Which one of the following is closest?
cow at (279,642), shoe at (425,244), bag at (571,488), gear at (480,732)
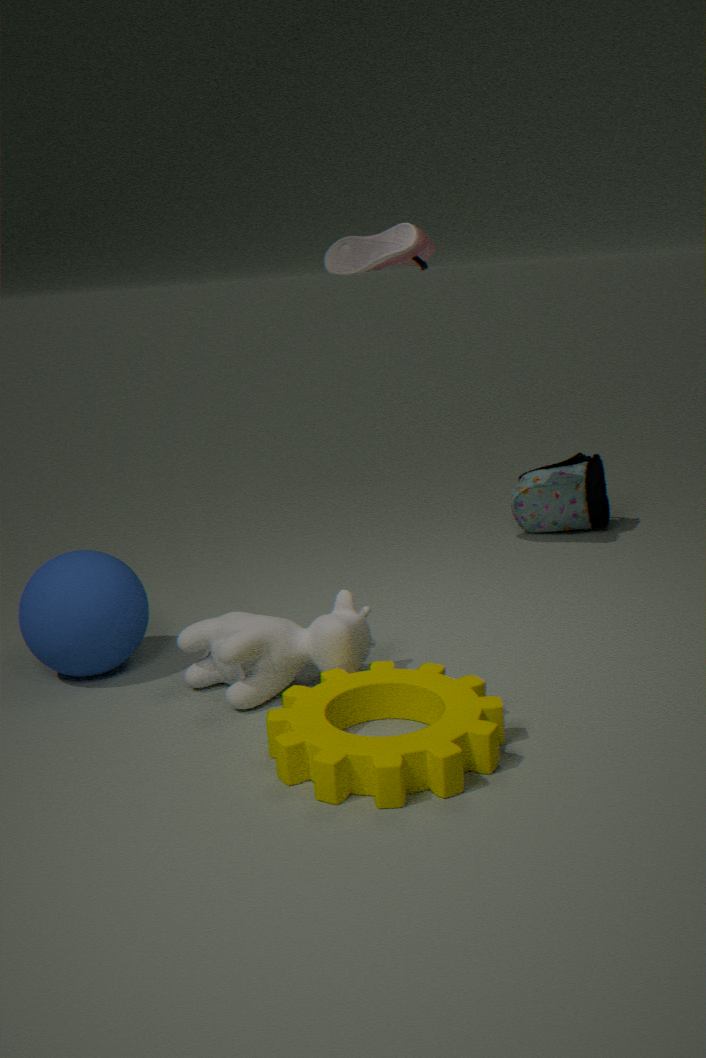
gear at (480,732)
